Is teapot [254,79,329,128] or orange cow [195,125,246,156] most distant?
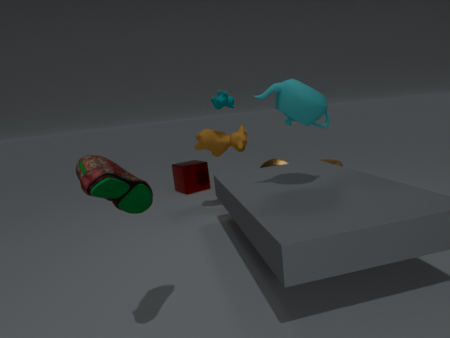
orange cow [195,125,246,156]
